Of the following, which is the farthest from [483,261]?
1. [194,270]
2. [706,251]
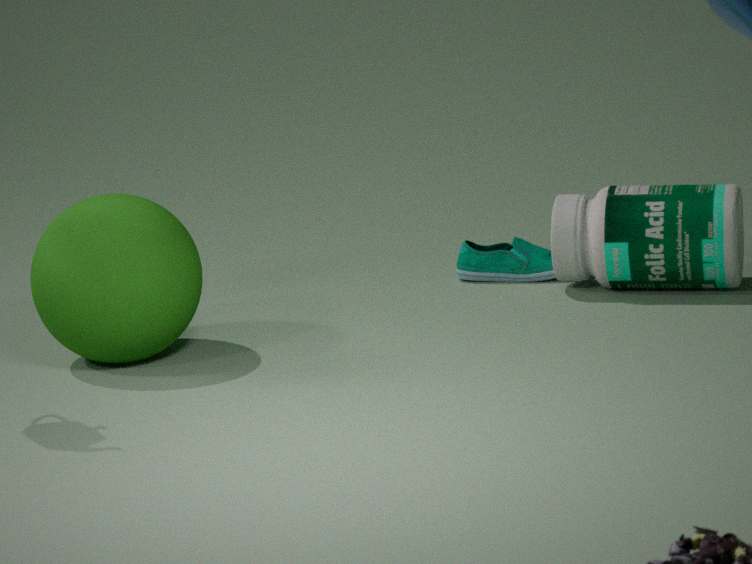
[194,270]
